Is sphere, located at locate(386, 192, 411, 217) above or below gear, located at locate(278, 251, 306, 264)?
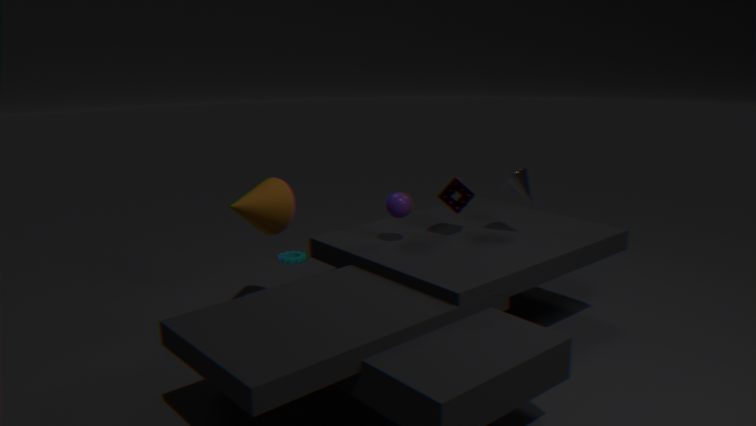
above
